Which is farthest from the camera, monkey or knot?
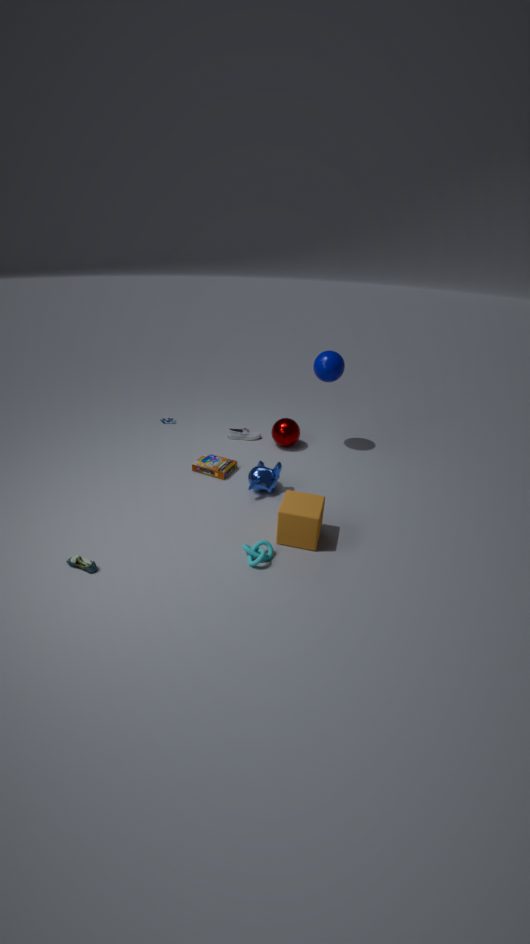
monkey
